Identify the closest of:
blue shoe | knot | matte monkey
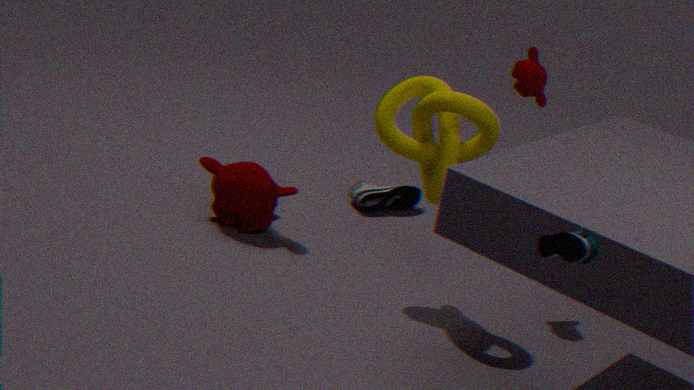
blue shoe
